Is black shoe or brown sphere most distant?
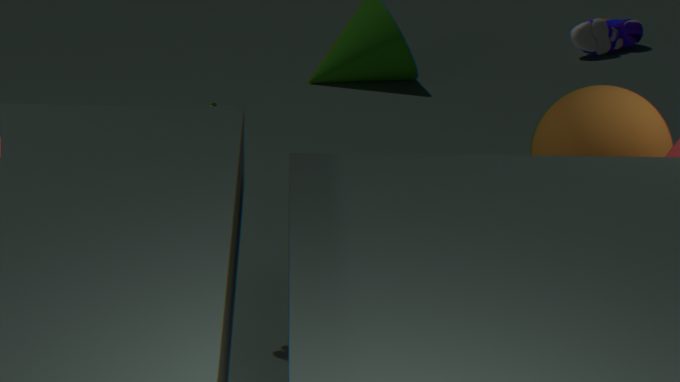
black shoe
